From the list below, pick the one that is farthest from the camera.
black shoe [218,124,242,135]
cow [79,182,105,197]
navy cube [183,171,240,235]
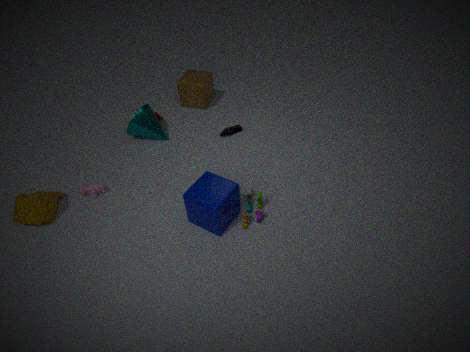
black shoe [218,124,242,135]
